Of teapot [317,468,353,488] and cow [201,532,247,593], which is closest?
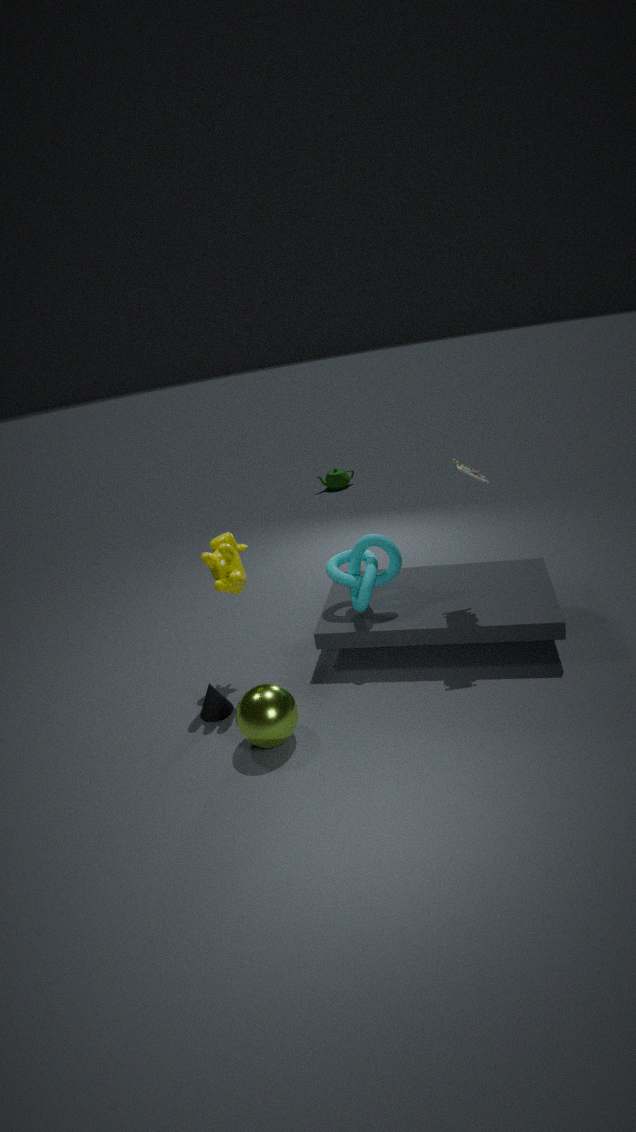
cow [201,532,247,593]
